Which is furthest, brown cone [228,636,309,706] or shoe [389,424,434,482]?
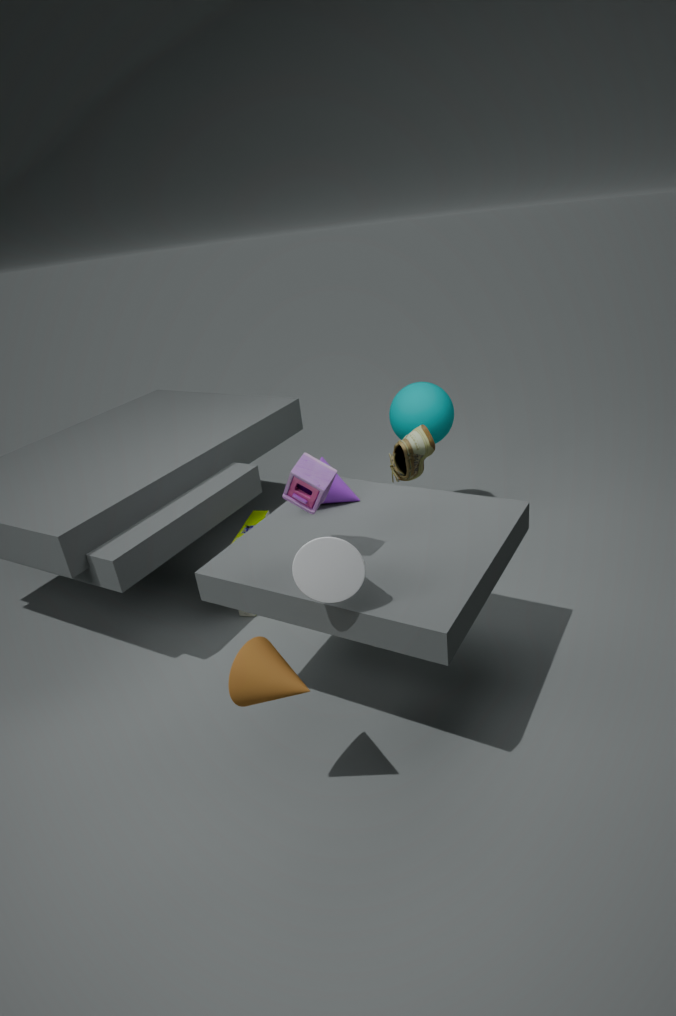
shoe [389,424,434,482]
